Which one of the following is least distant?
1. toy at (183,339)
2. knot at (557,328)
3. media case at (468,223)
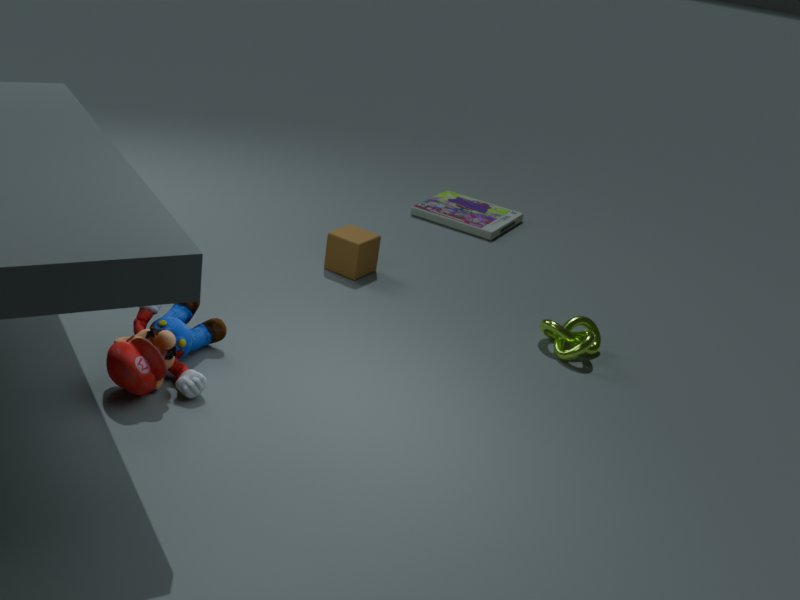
toy at (183,339)
